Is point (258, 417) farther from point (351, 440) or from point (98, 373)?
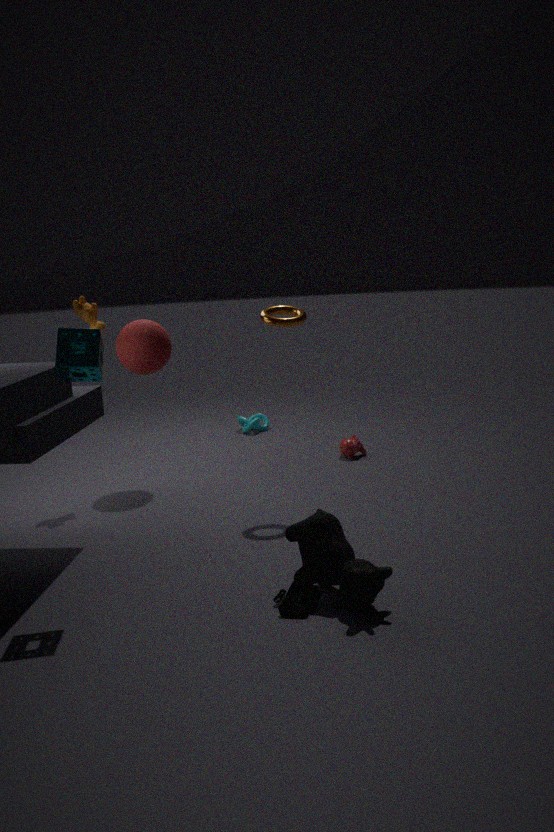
point (98, 373)
